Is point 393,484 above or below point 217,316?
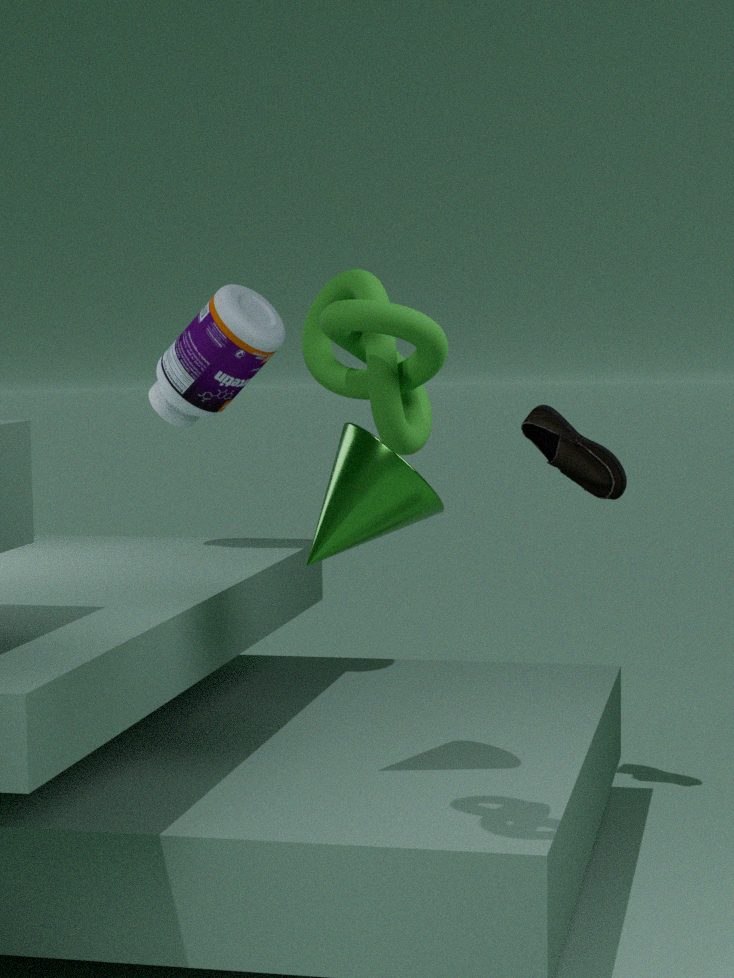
below
